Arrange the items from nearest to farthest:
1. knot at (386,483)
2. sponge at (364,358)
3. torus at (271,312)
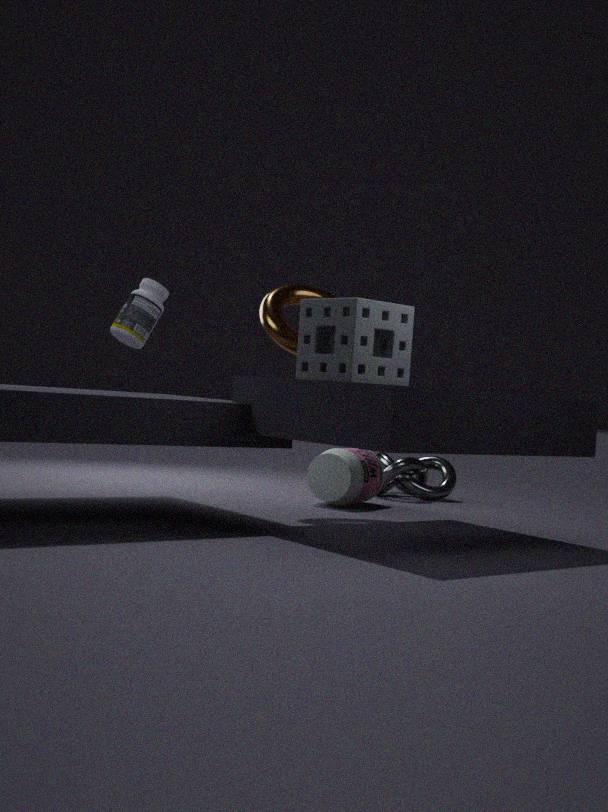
1. sponge at (364,358)
2. torus at (271,312)
3. knot at (386,483)
